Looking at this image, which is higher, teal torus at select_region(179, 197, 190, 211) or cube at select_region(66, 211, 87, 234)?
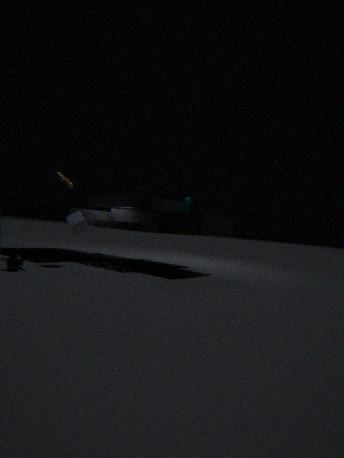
teal torus at select_region(179, 197, 190, 211)
